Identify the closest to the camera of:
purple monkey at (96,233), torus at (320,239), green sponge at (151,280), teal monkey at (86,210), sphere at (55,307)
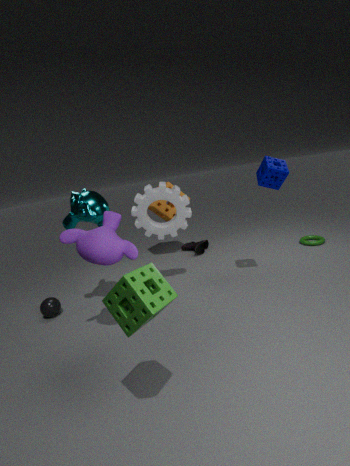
green sponge at (151,280)
